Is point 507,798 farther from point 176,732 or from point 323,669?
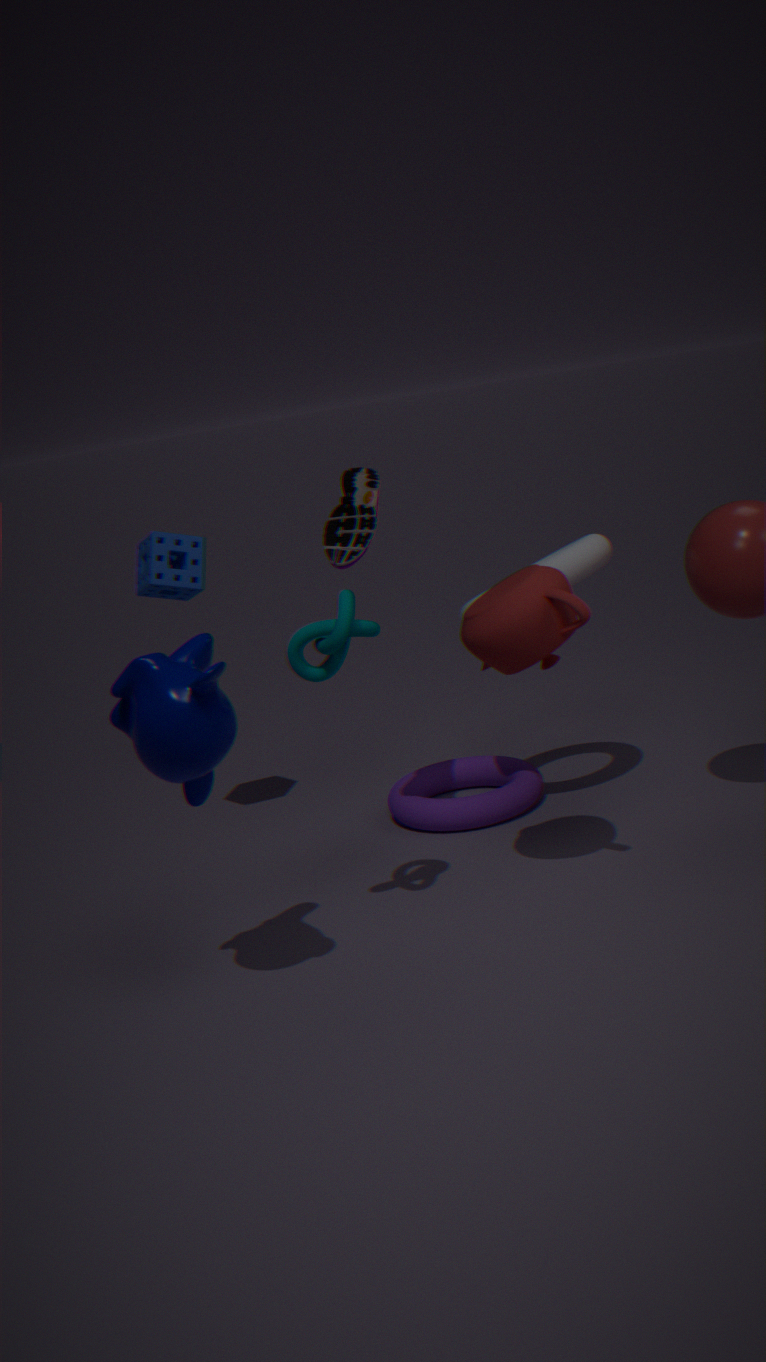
point 176,732
